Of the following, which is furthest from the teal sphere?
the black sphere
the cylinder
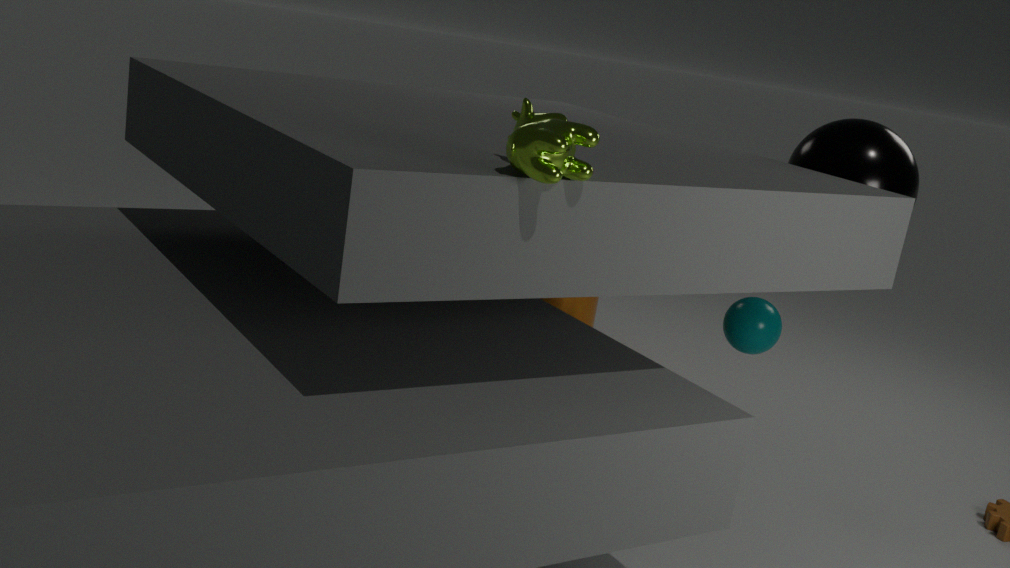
the cylinder
